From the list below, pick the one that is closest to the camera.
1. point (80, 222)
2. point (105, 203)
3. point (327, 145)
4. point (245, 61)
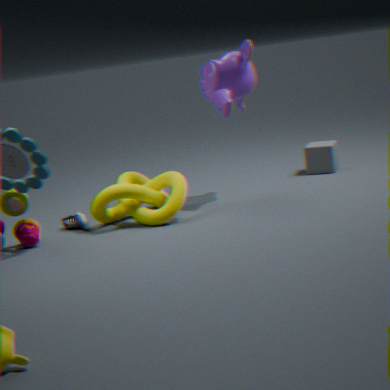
point (105, 203)
